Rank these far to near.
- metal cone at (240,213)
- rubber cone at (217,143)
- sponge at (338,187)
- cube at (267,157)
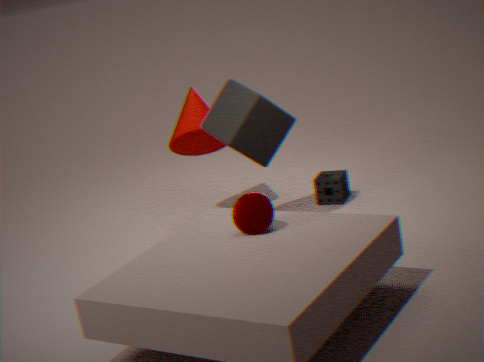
rubber cone at (217,143), sponge at (338,187), cube at (267,157), metal cone at (240,213)
